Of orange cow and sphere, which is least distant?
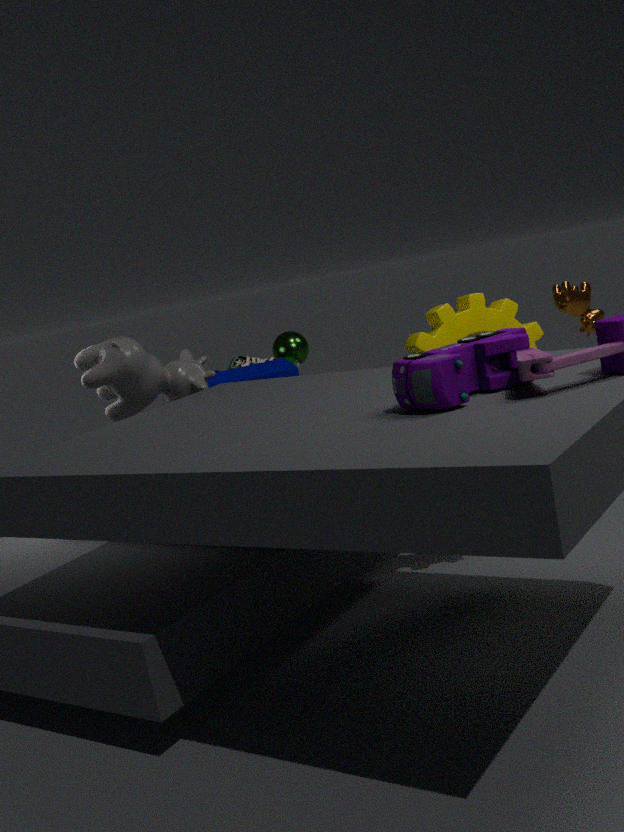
orange cow
